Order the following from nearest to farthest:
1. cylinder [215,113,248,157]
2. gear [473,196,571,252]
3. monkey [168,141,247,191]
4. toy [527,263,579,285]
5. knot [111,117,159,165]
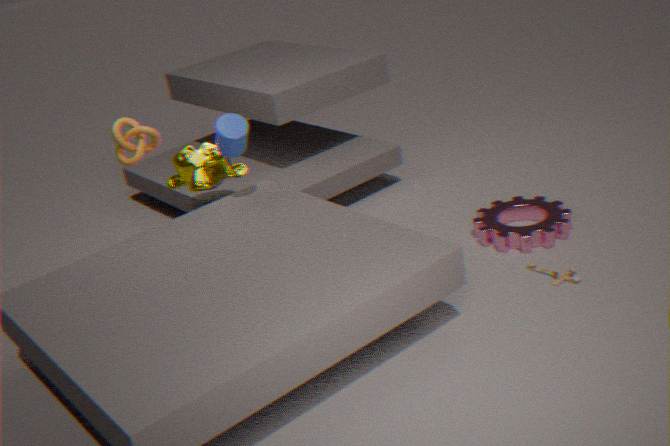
toy [527,263,579,285] < cylinder [215,113,248,157] < gear [473,196,571,252] < knot [111,117,159,165] < monkey [168,141,247,191]
